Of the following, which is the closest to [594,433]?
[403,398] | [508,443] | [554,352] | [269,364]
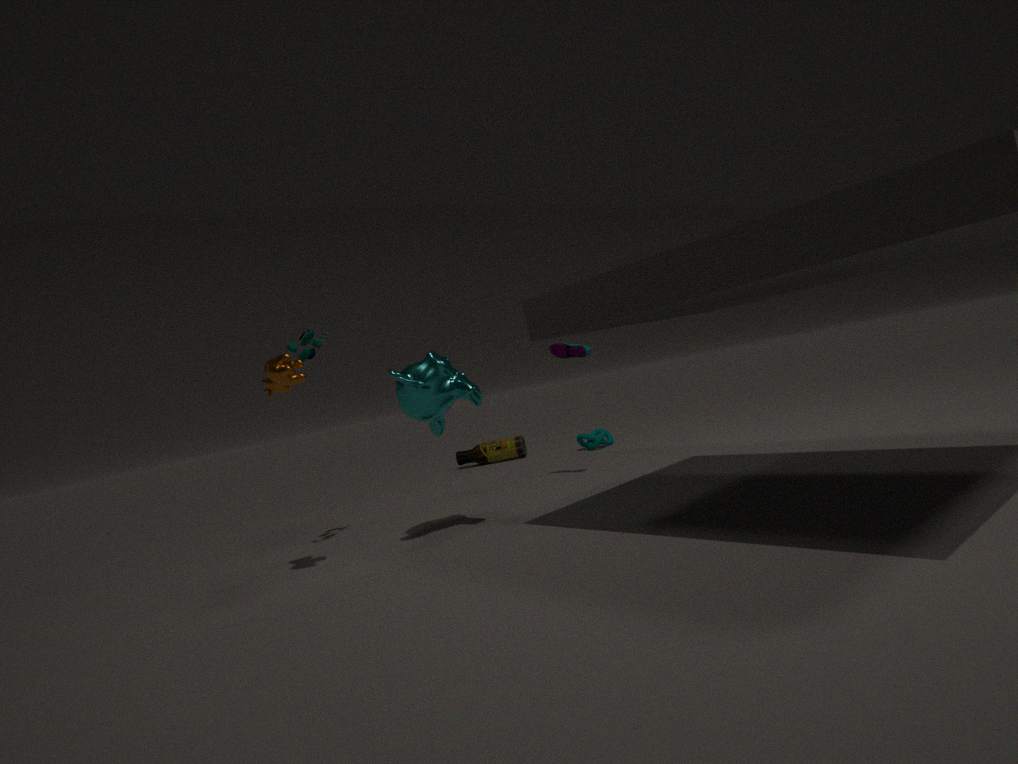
[508,443]
